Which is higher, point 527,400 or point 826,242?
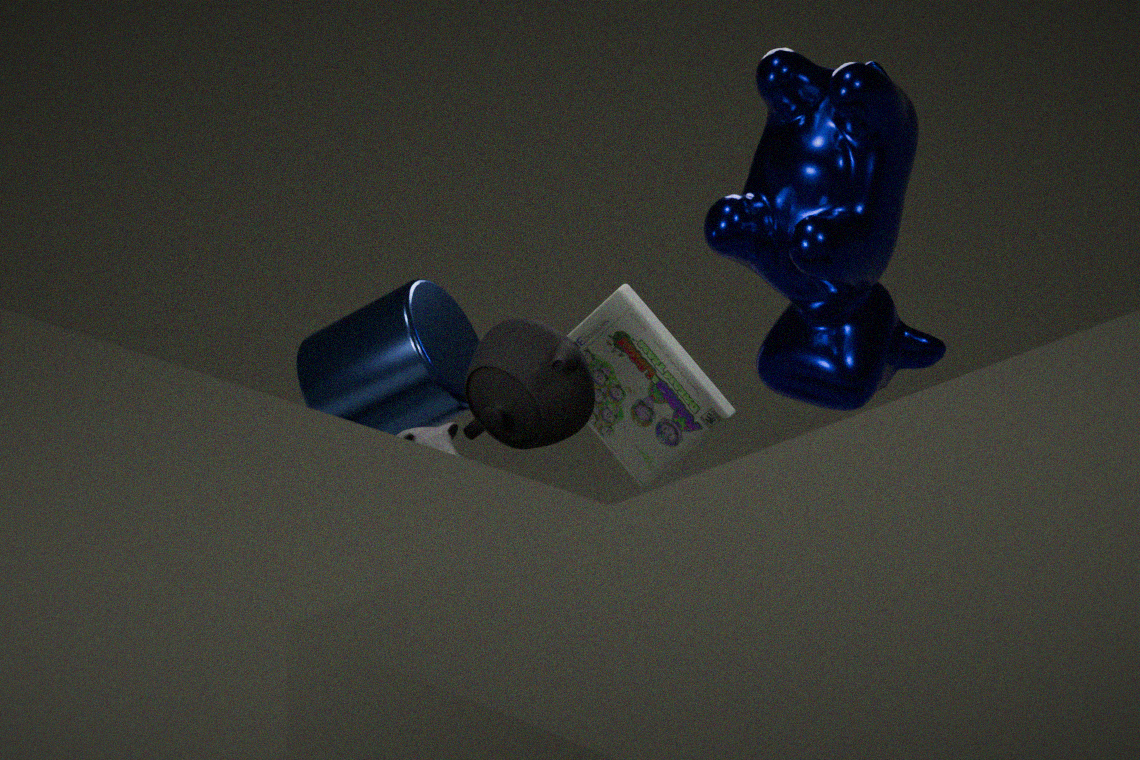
point 826,242
